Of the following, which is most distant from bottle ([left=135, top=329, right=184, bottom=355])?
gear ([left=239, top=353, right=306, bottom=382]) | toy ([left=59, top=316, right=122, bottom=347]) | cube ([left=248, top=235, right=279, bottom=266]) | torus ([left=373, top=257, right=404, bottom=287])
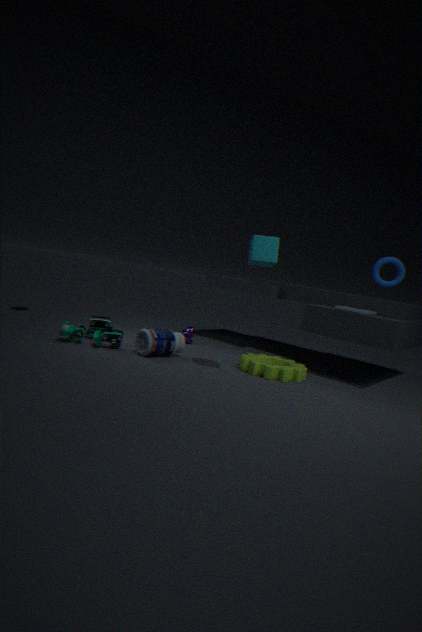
torus ([left=373, top=257, right=404, bottom=287])
